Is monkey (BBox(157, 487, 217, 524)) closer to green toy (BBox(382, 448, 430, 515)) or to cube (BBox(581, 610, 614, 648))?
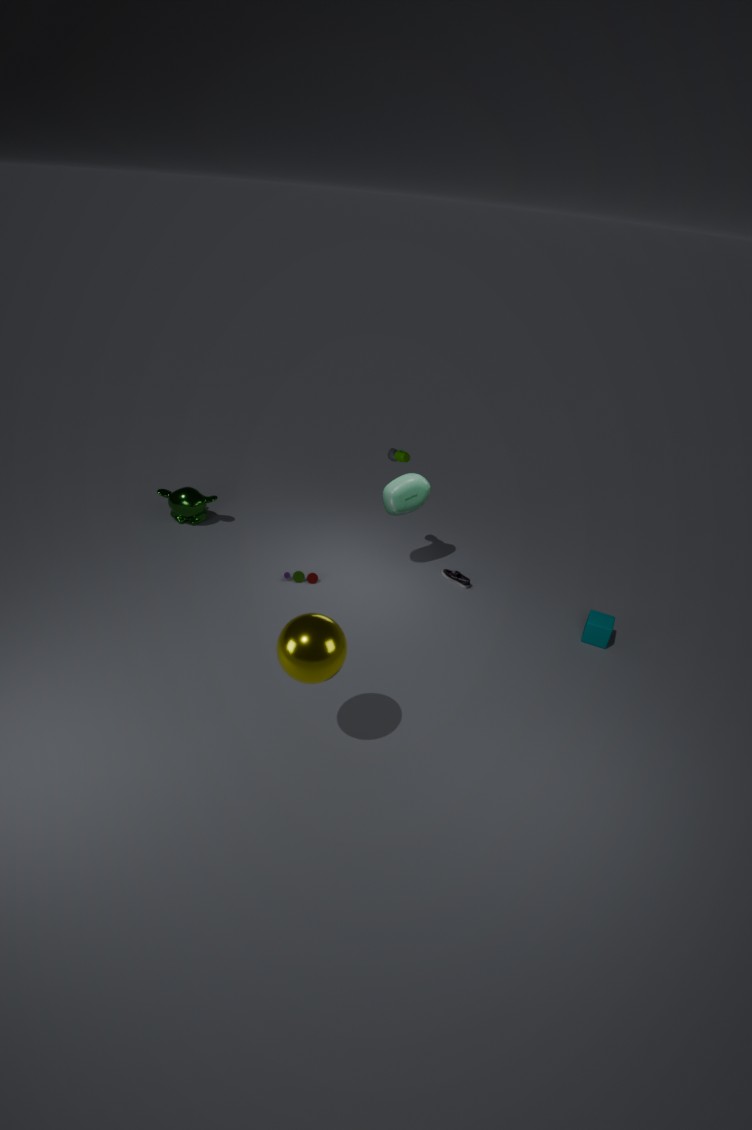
green toy (BBox(382, 448, 430, 515))
